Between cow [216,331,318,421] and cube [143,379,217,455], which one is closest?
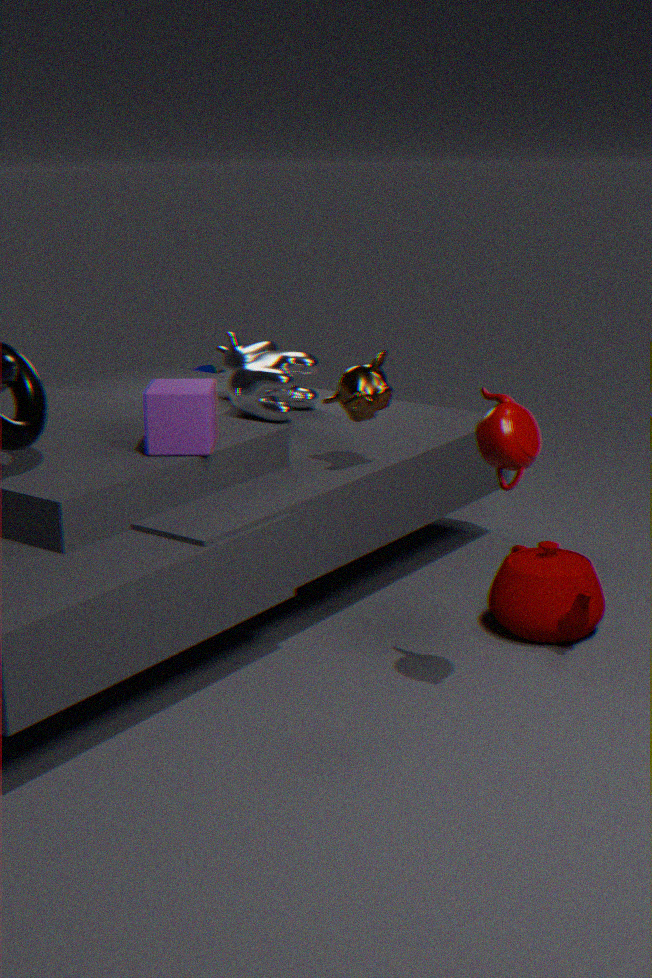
cube [143,379,217,455]
